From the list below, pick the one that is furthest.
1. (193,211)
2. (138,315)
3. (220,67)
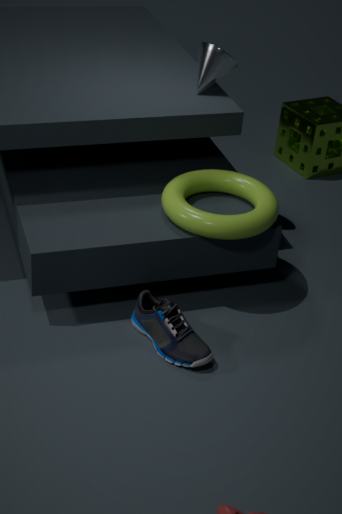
(220,67)
